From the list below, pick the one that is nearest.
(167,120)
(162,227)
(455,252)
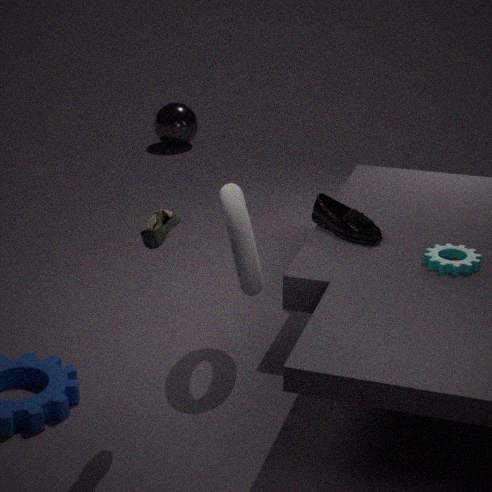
(162,227)
